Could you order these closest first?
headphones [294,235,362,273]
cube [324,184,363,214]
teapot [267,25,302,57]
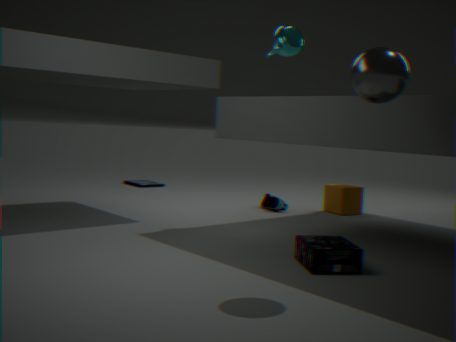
headphones [294,235,362,273] → teapot [267,25,302,57] → cube [324,184,363,214]
